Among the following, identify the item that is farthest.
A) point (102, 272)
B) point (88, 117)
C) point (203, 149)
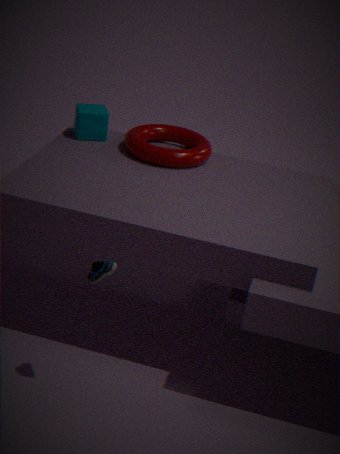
point (88, 117)
